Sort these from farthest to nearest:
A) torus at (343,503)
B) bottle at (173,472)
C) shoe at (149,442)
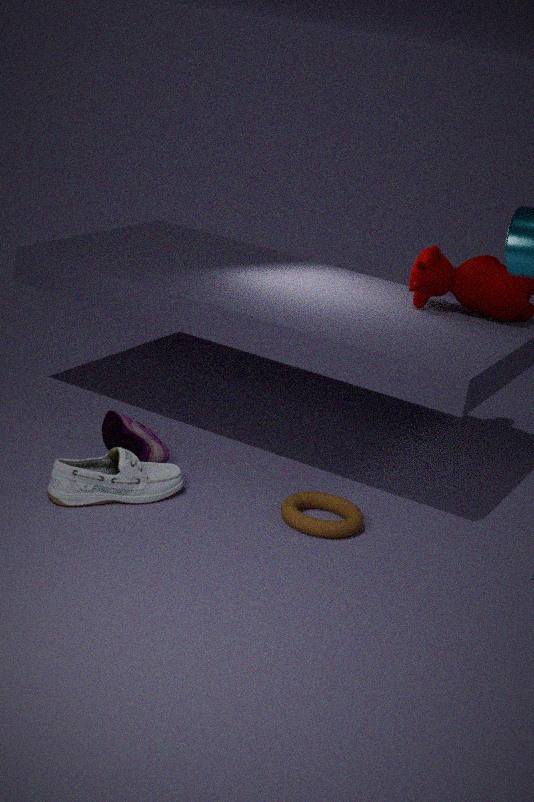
shoe at (149,442) < torus at (343,503) < bottle at (173,472)
